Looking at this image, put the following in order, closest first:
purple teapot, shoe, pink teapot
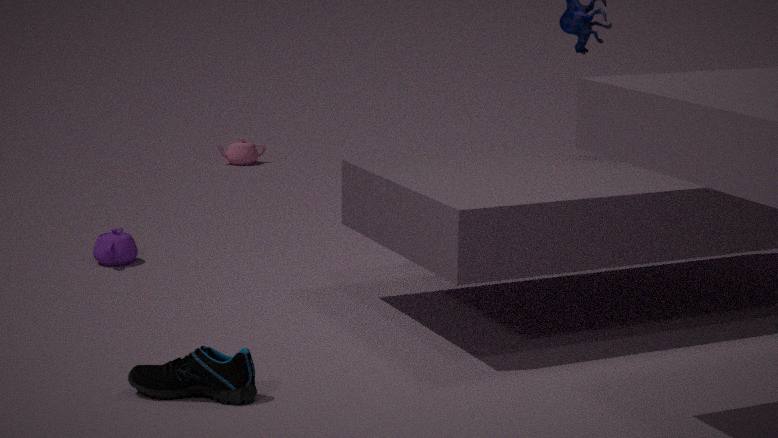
1. shoe
2. purple teapot
3. pink teapot
